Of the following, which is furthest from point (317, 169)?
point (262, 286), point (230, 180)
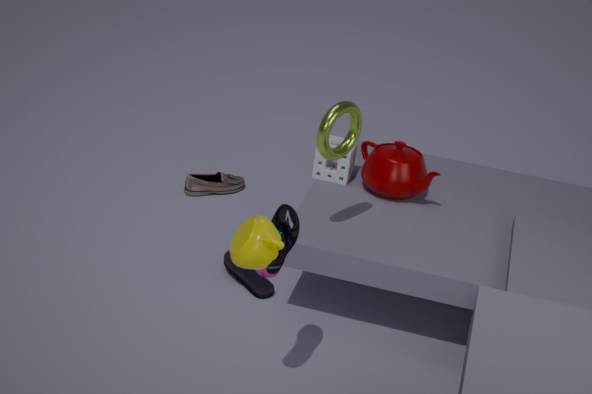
point (230, 180)
